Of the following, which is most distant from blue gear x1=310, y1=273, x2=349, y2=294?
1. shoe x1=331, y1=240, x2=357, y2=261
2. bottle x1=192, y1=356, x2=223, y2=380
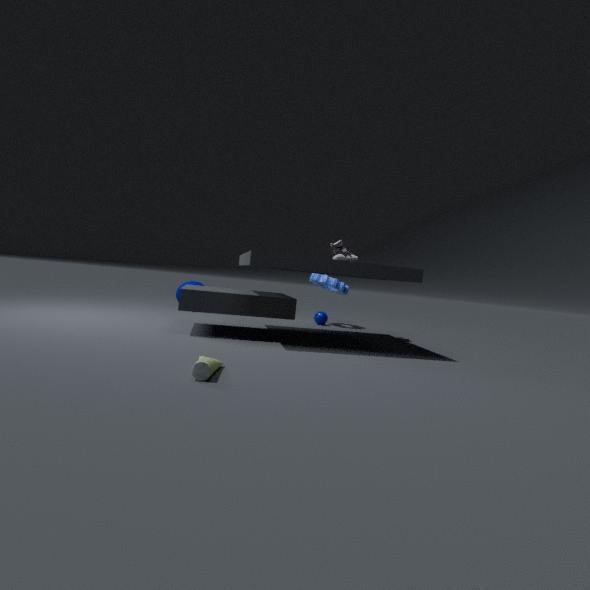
bottle x1=192, y1=356, x2=223, y2=380
